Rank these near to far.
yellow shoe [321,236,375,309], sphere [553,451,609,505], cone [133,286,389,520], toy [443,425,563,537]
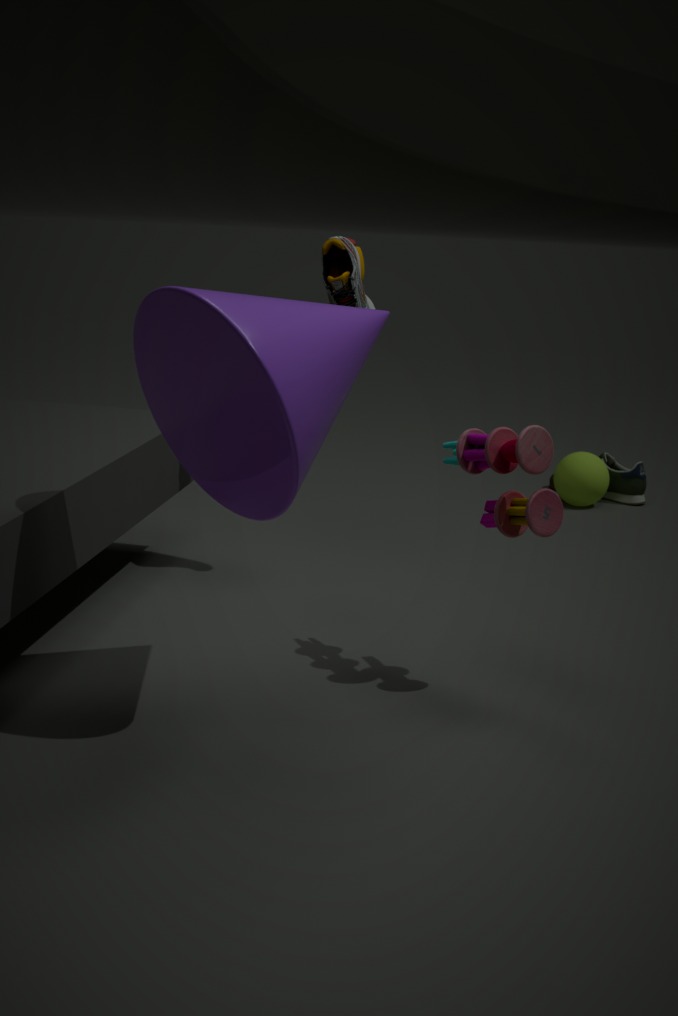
1. cone [133,286,389,520]
2. toy [443,425,563,537]
3. yellow shoe [321,236,375,309]
4. sphere [553,451,609,505]
